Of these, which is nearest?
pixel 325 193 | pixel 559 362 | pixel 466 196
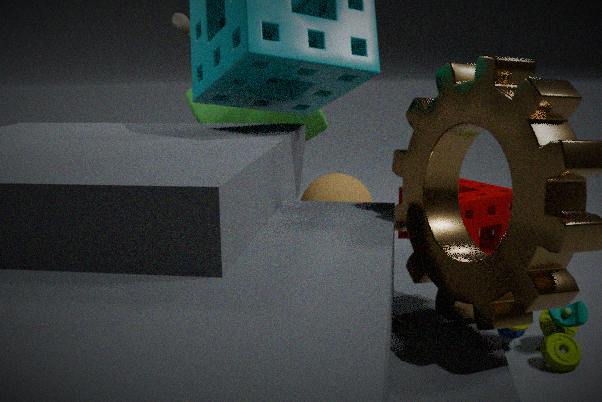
pixel 559 362
